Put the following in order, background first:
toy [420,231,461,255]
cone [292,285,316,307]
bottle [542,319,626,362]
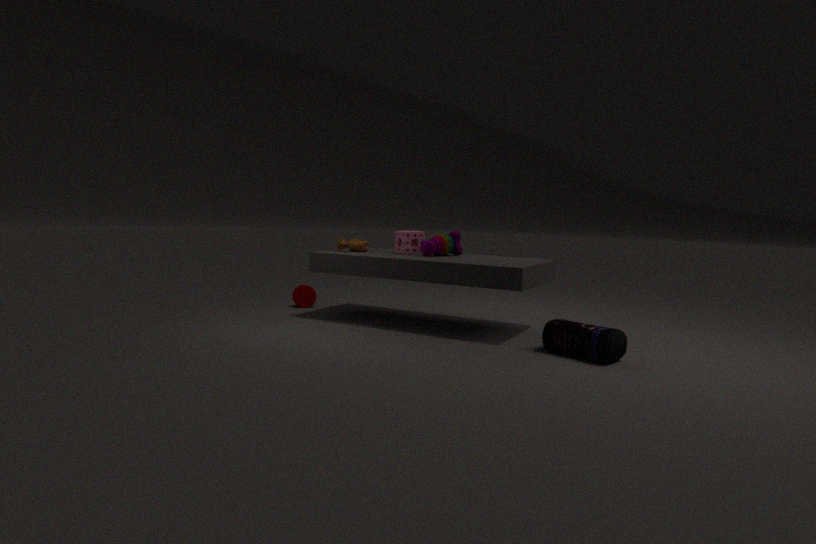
cone [292,285,316,307]
toy [420,231,461,255]
bottle [542,319,626,362]
